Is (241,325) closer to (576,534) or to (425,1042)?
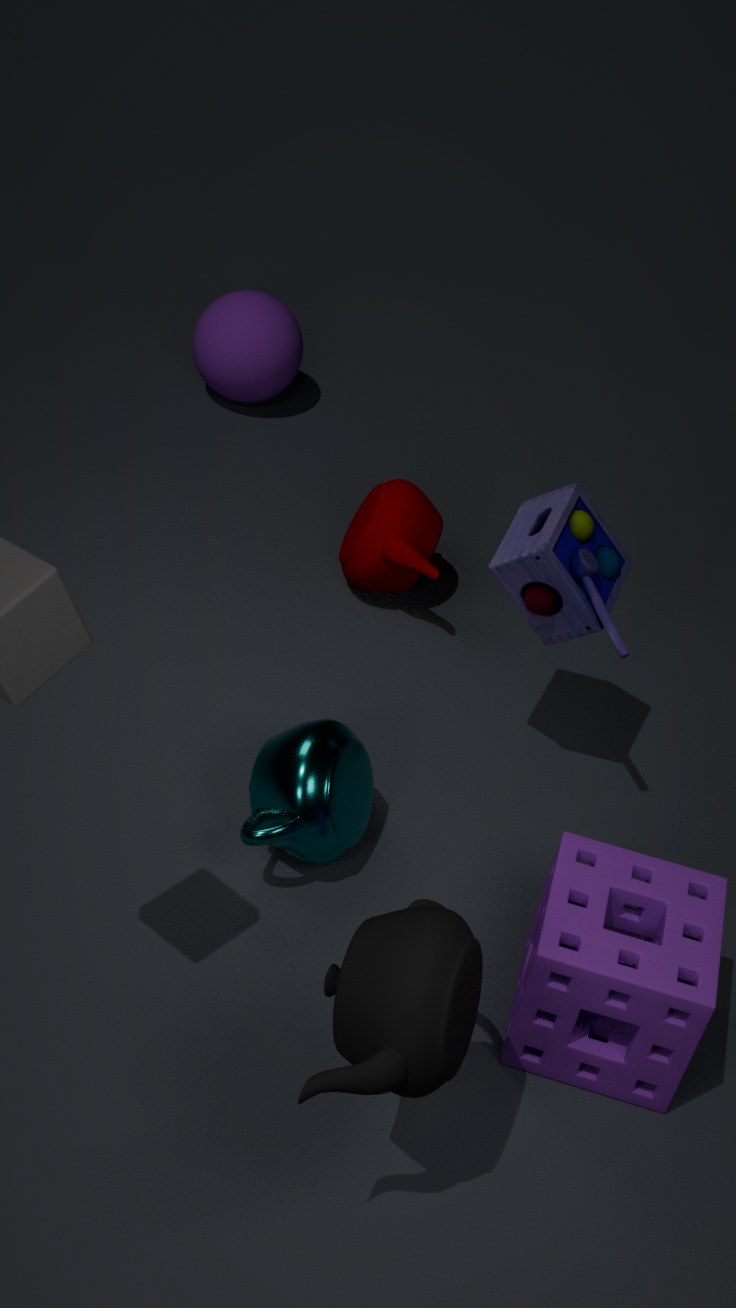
(576,534)
